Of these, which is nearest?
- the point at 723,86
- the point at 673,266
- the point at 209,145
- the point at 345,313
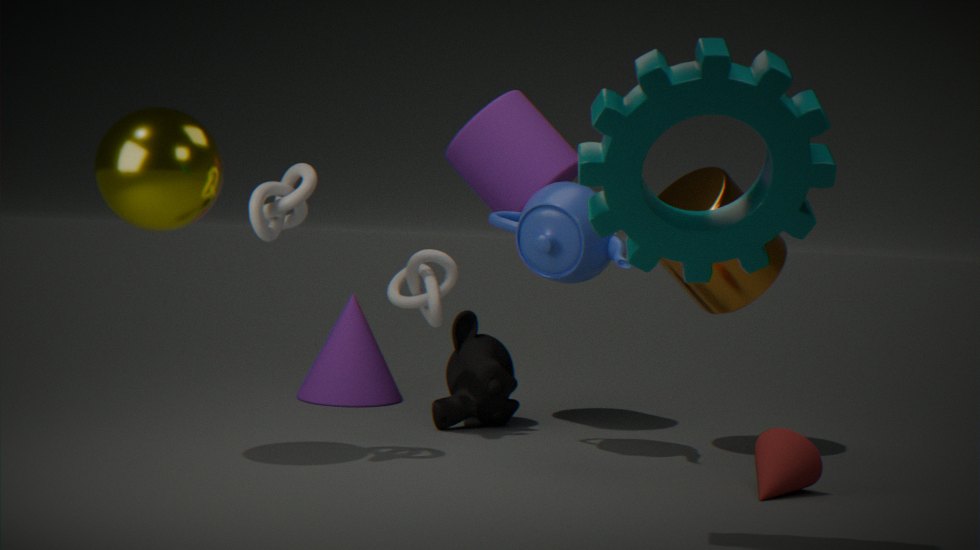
the point at 723,86
